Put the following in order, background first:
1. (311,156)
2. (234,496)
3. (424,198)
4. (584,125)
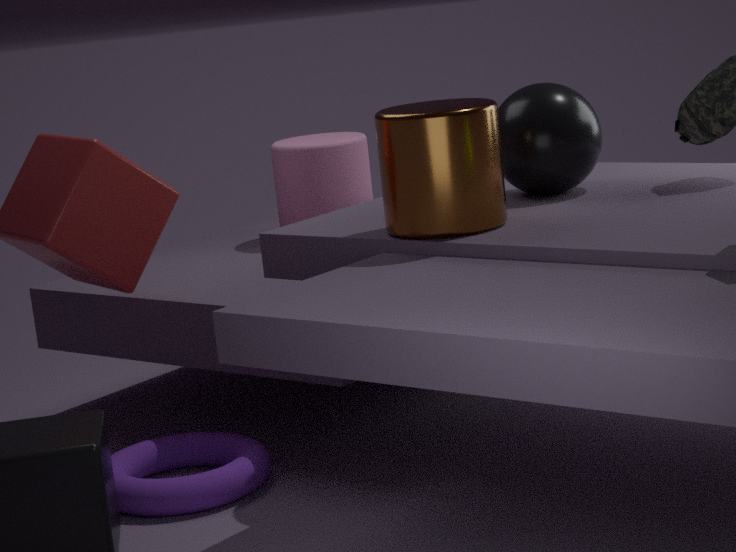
(311,156) < (584,125) < (234,496) < (424,198)
